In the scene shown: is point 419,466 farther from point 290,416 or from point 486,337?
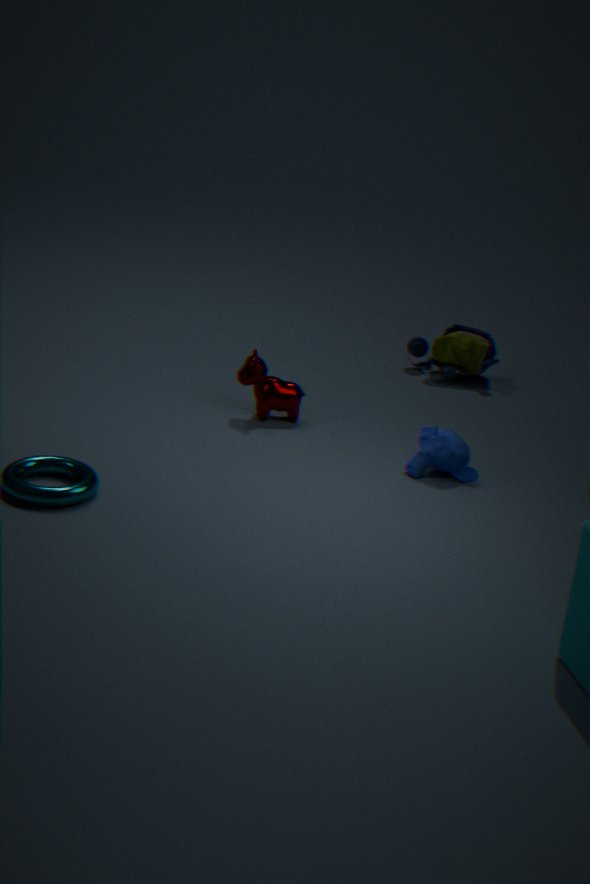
point 486,337
